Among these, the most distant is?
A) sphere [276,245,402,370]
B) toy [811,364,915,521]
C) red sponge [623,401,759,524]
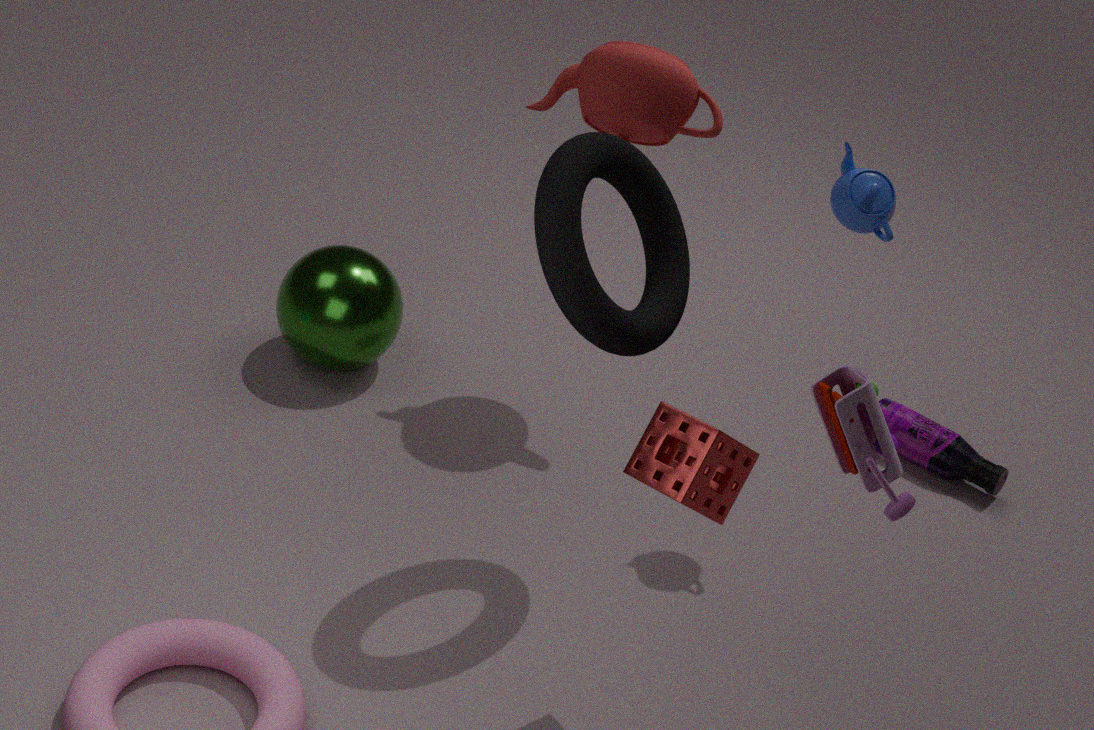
sphere [276,245,402,370]
